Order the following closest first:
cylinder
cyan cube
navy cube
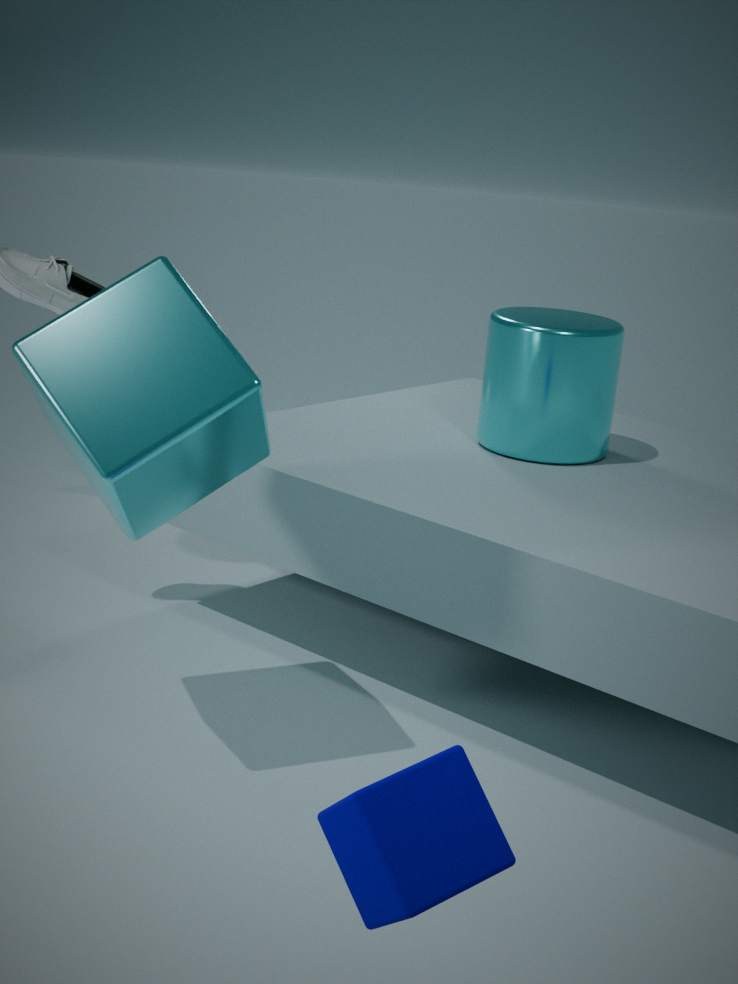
1. navy cube
2. cyan cube
3. cylinder
